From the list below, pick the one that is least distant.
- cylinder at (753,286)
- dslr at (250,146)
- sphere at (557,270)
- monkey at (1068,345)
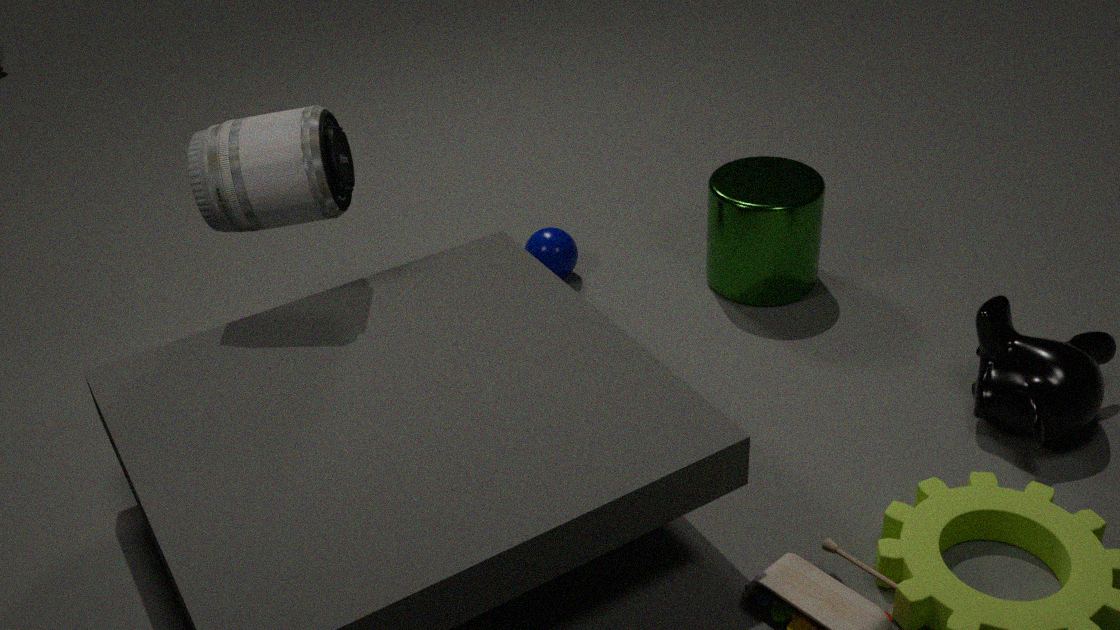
dslr at (250,146)
